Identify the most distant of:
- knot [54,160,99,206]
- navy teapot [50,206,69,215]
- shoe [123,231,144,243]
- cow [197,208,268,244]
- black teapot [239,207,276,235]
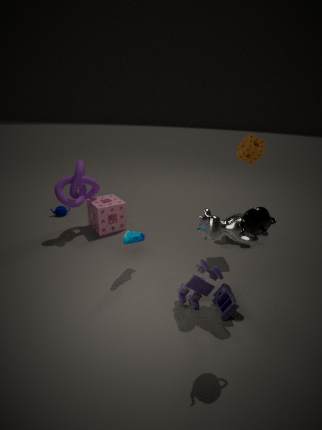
navy teapot [50,206,69,215]
